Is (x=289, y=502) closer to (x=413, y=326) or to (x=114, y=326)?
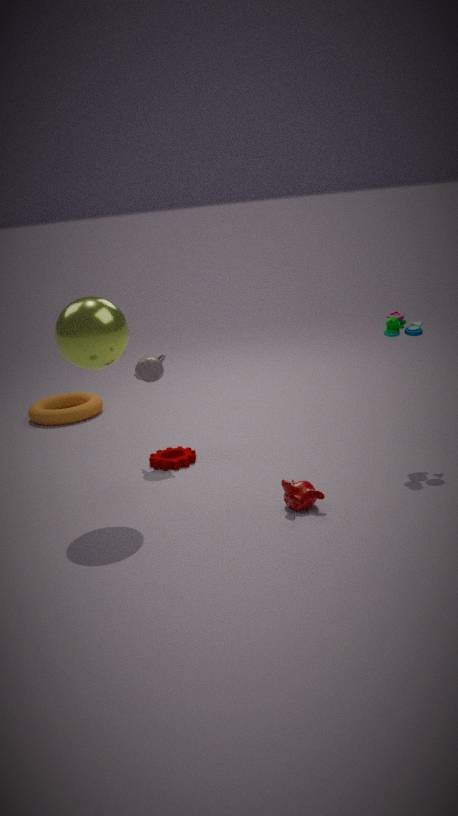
(x=413, y=326)
